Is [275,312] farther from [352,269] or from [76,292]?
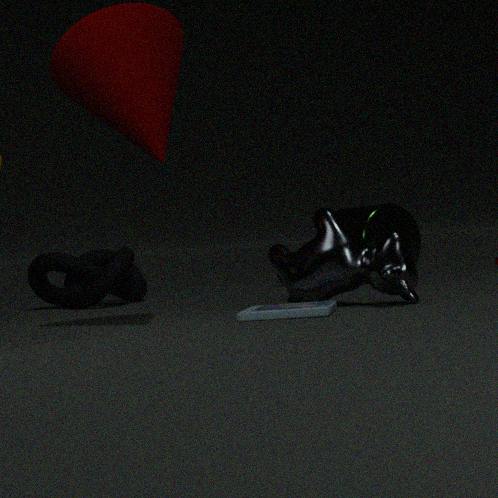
[76,292]
